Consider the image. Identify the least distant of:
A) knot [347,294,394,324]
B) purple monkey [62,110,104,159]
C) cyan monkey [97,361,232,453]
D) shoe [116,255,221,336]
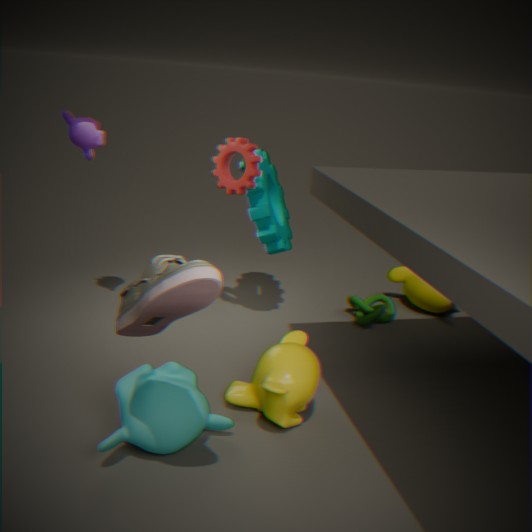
shoe [116,255,221,336]
